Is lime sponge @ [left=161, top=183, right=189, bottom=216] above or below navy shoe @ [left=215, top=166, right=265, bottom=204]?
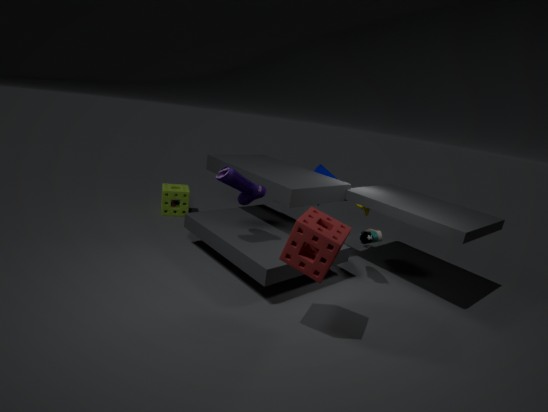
below
